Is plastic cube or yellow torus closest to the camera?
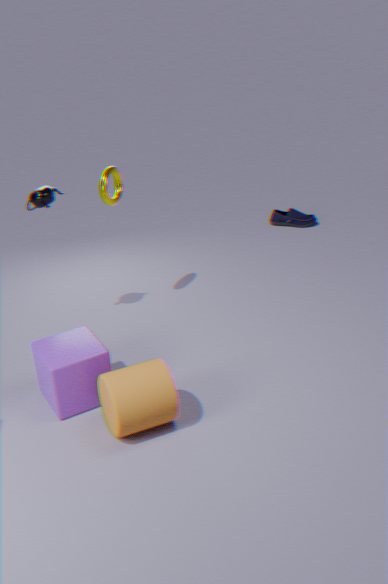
plastic cube
